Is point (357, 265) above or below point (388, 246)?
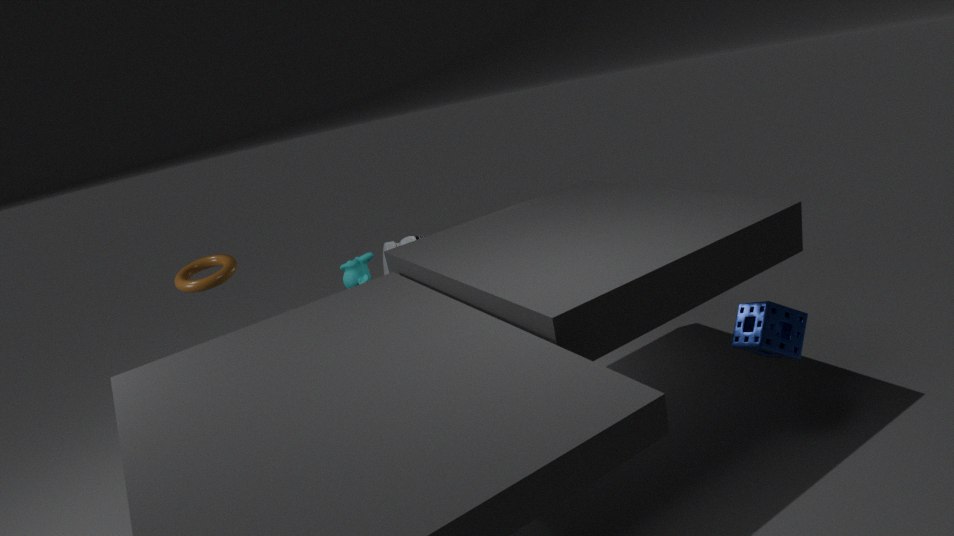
above
